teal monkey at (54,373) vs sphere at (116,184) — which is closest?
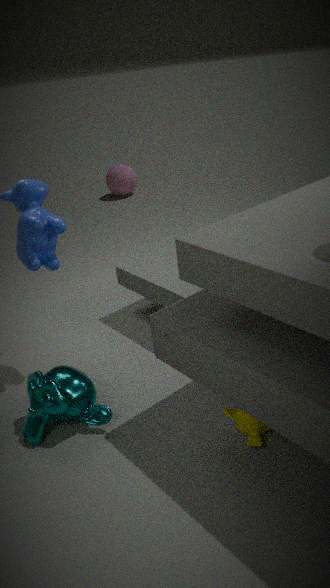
teal monkey at (54,373)
